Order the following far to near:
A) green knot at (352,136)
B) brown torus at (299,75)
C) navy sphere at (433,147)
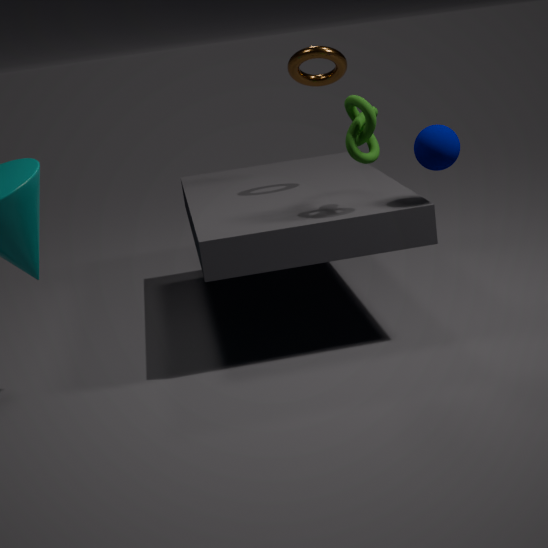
1. brown torus at (299,75)
2. navy sphere at (433,147)
3. green knot at (352,136)
